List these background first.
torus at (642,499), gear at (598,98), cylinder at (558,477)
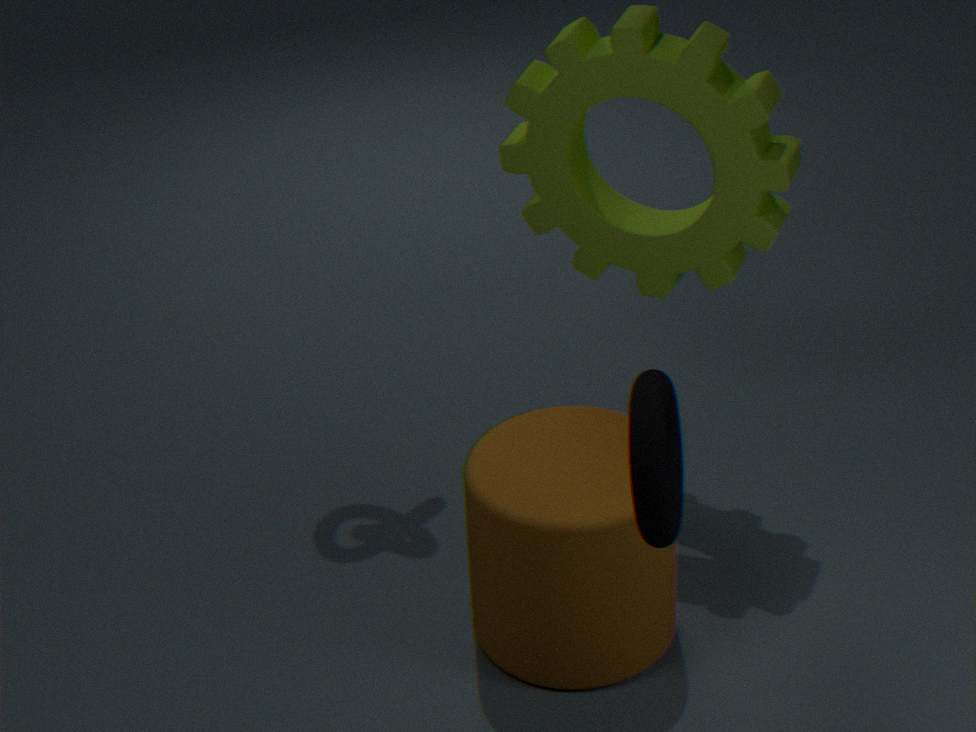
gear at (598,98) → cylinder at (558,477) → torus at (642,499)
